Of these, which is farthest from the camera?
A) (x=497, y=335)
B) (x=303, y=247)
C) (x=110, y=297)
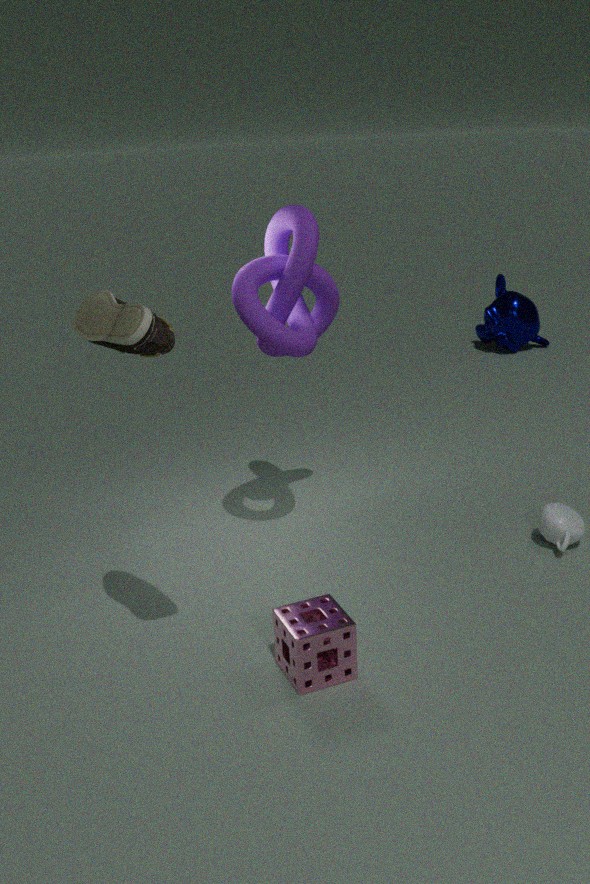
(x=497, y=335)
